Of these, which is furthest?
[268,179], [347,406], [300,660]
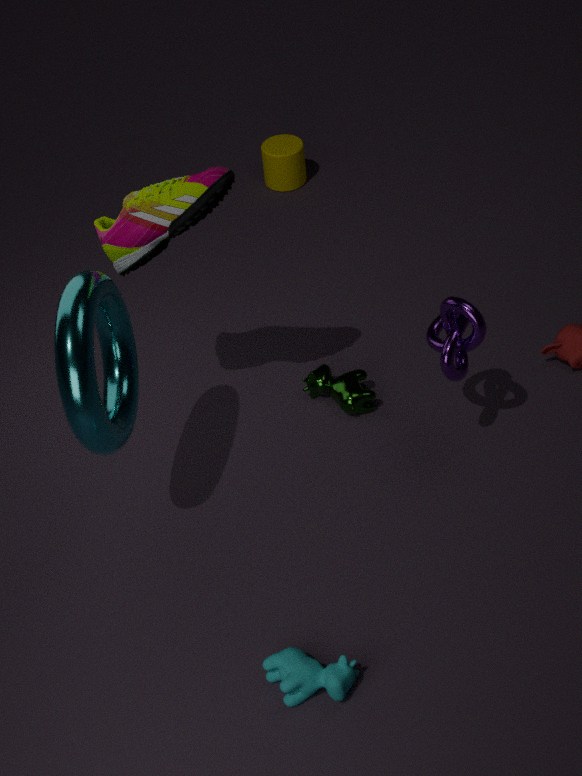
[268,179]
